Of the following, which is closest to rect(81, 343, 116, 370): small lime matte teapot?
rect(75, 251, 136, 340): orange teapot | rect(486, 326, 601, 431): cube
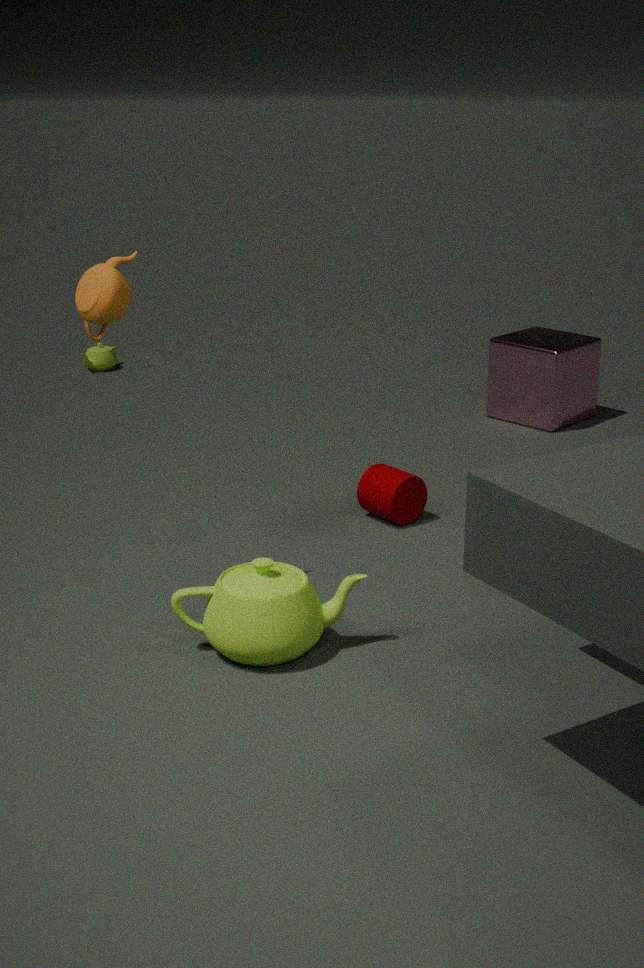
rect(486, 326, 601, 431): cube
